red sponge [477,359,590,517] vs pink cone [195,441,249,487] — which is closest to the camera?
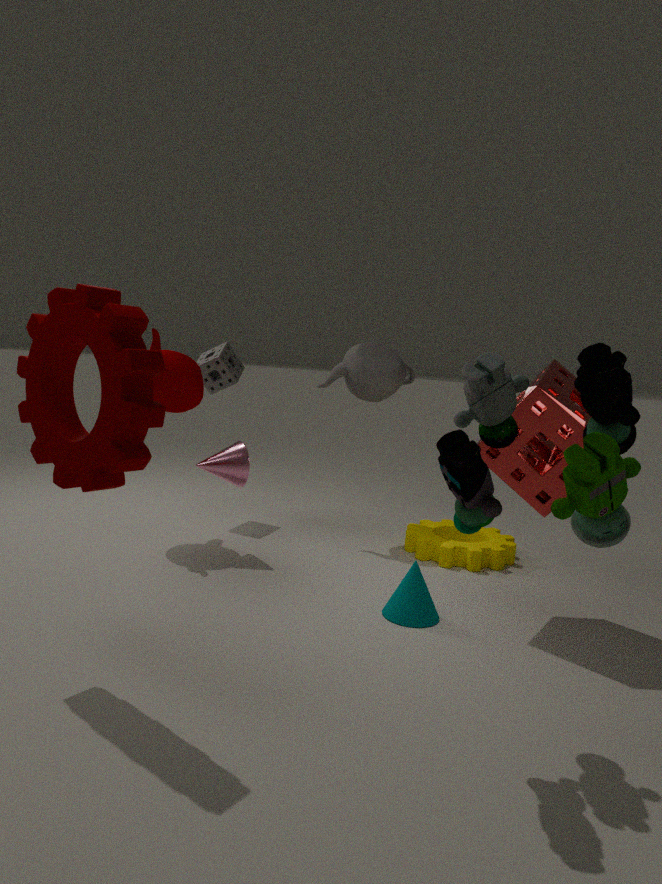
red sponge [477,359,590,517]
